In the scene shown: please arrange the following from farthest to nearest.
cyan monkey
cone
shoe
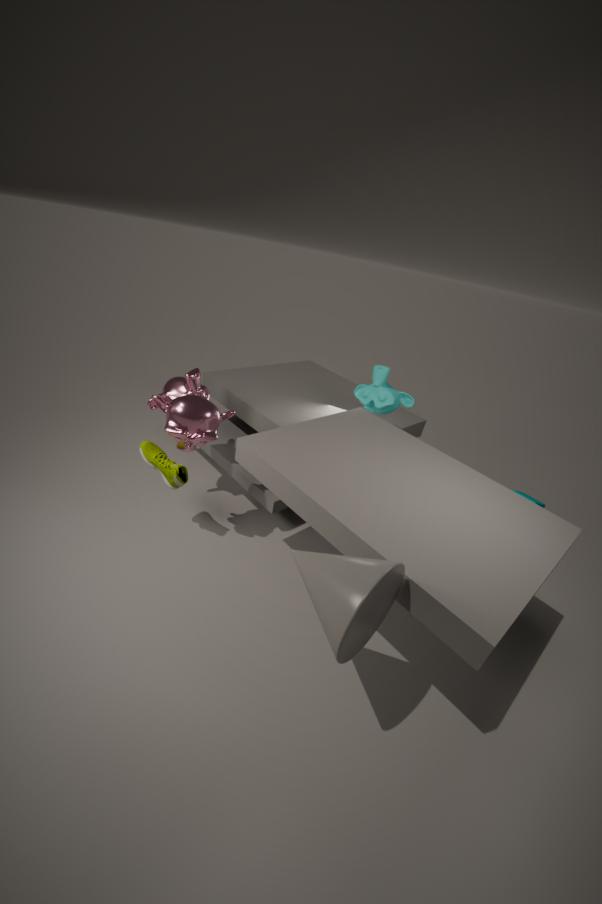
cyan monkey < shoe < cone
